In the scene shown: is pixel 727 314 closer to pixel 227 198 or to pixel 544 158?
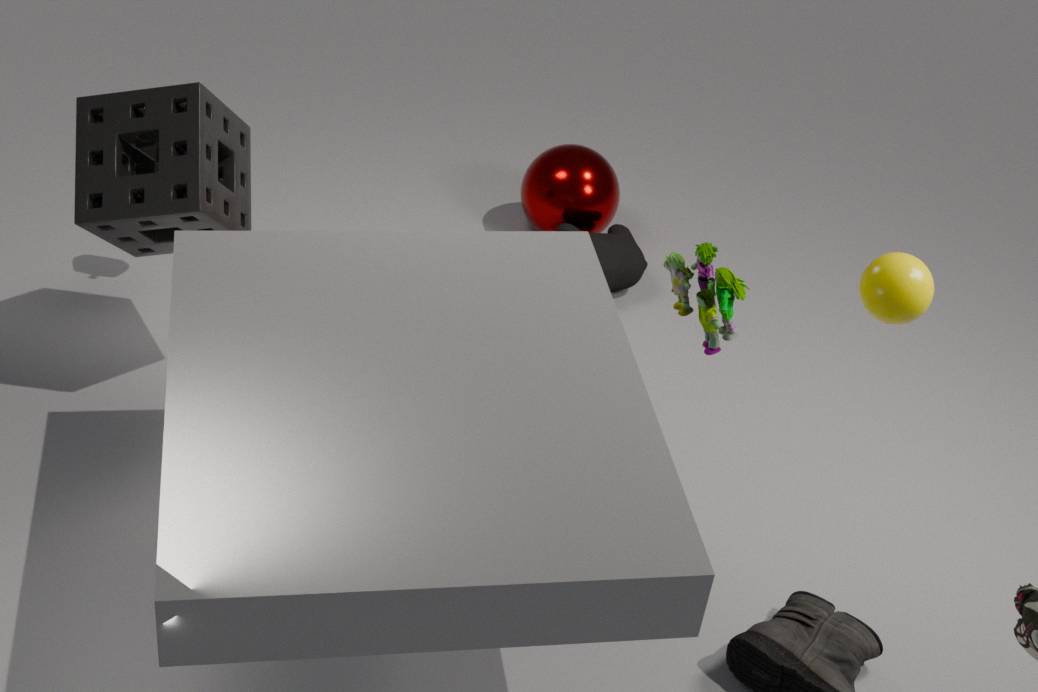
pixel 544 158
